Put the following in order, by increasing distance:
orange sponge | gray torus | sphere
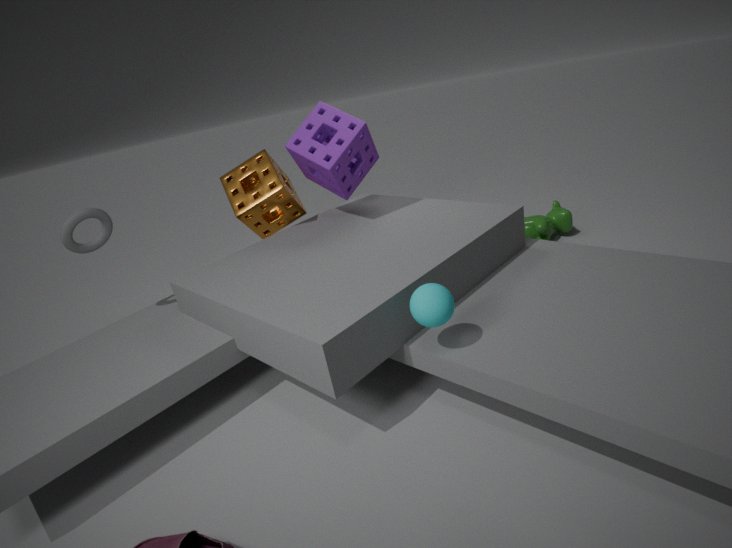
sphere → gray torus → orange sponge
